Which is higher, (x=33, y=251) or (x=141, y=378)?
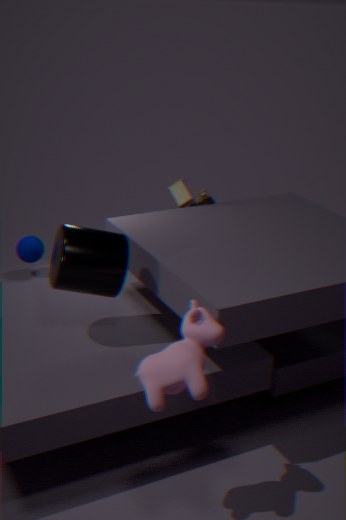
(x=141, y=378)
